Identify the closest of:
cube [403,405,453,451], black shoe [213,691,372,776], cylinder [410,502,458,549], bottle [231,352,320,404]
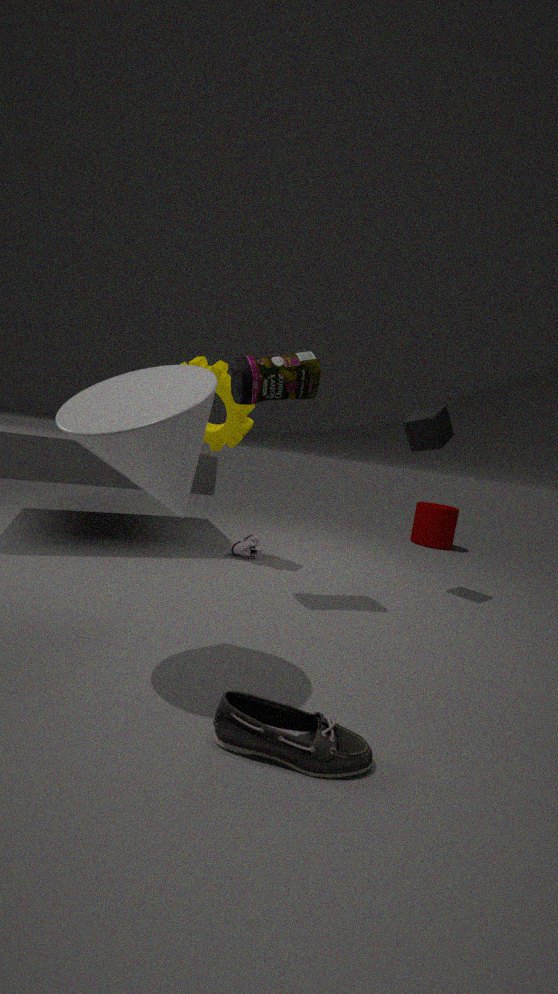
black shoe [213,691,372,776]
